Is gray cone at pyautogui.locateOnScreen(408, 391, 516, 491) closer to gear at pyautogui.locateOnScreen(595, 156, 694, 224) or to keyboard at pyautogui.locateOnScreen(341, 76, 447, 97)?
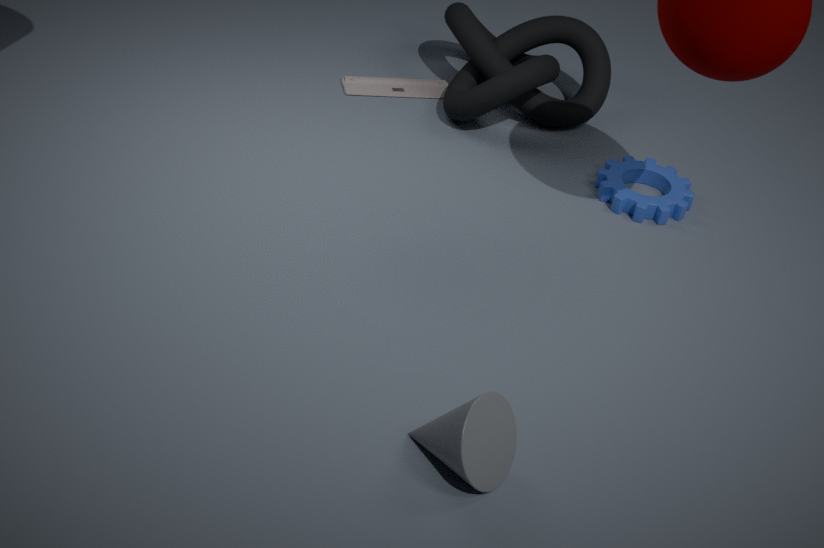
gear at pyautogui.locateOnScreen(595, 156, 694, 224)
